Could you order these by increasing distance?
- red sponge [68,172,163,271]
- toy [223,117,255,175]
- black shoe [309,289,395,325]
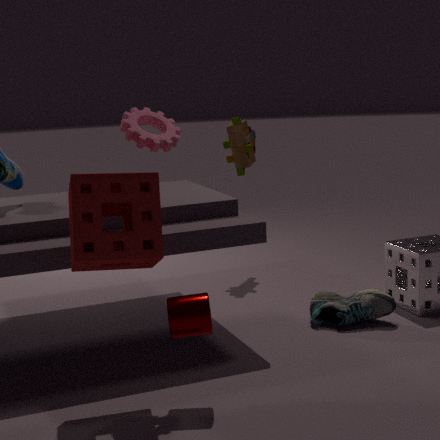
red sponge [68,172,163,271], black shoe [309,289,395,325], toy [223,117,255,175]
